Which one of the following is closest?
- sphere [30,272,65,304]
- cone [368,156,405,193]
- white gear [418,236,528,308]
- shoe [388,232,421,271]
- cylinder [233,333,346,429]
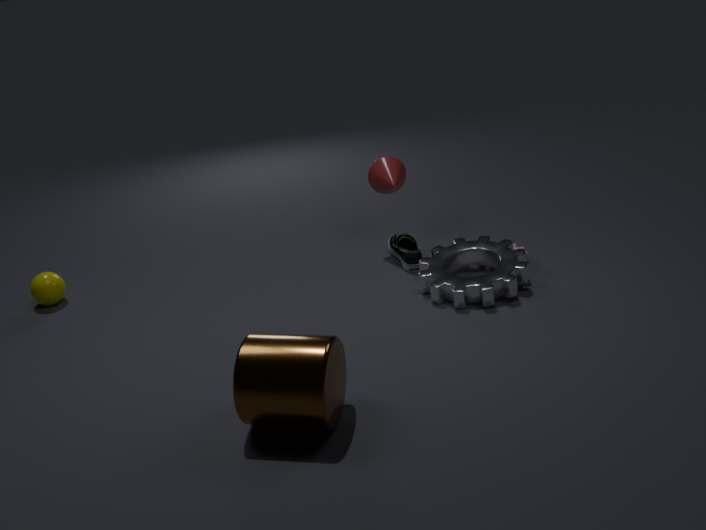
cylinder [233,333,346,429]
